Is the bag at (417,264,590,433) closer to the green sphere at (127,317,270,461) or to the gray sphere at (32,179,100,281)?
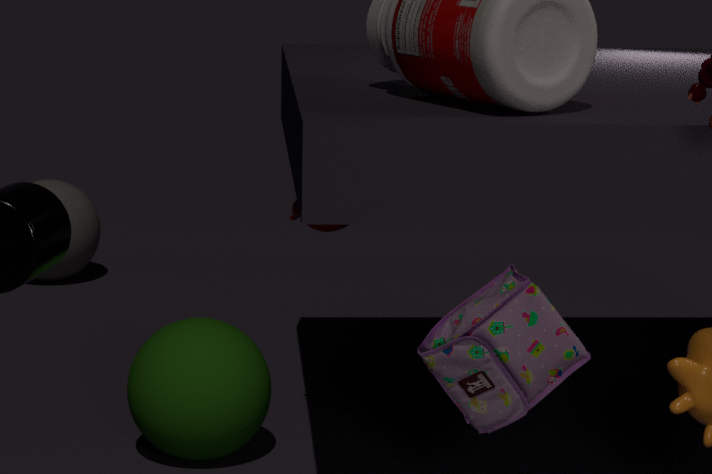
the green sphere at (127,317,270,461)
